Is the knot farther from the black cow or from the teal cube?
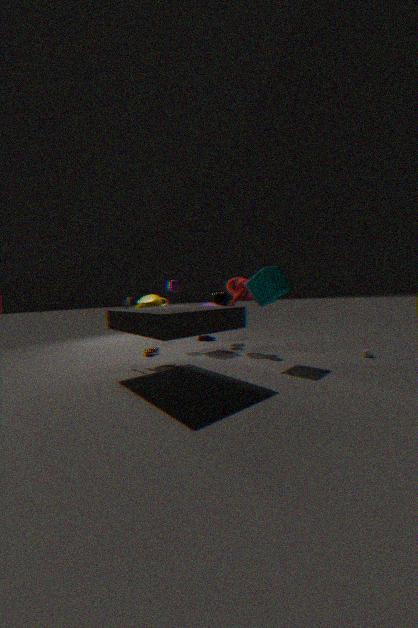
the black cow
